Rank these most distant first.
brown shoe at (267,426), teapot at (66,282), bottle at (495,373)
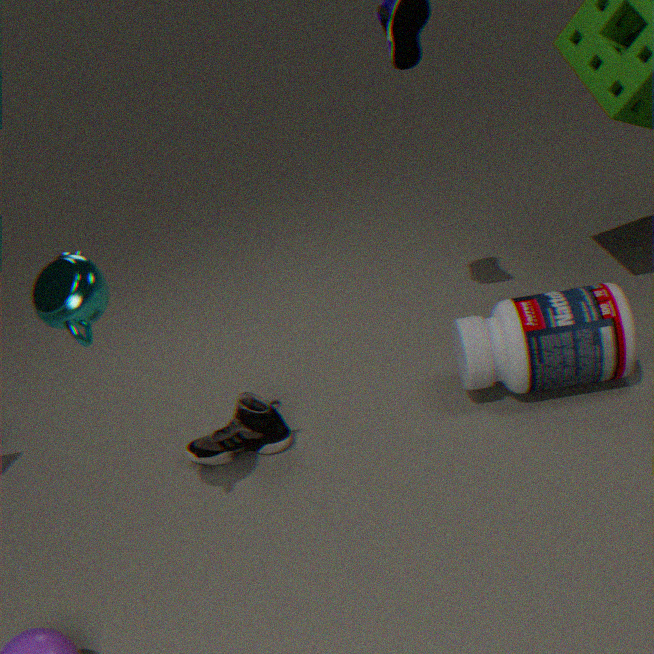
brown shoe at (267,426) → bottle at (495,373) → teapot at (66,282)
